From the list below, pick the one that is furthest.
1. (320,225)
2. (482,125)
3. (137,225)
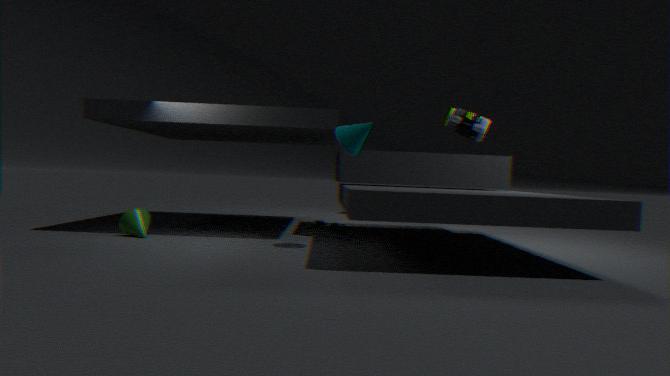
(320,225)
